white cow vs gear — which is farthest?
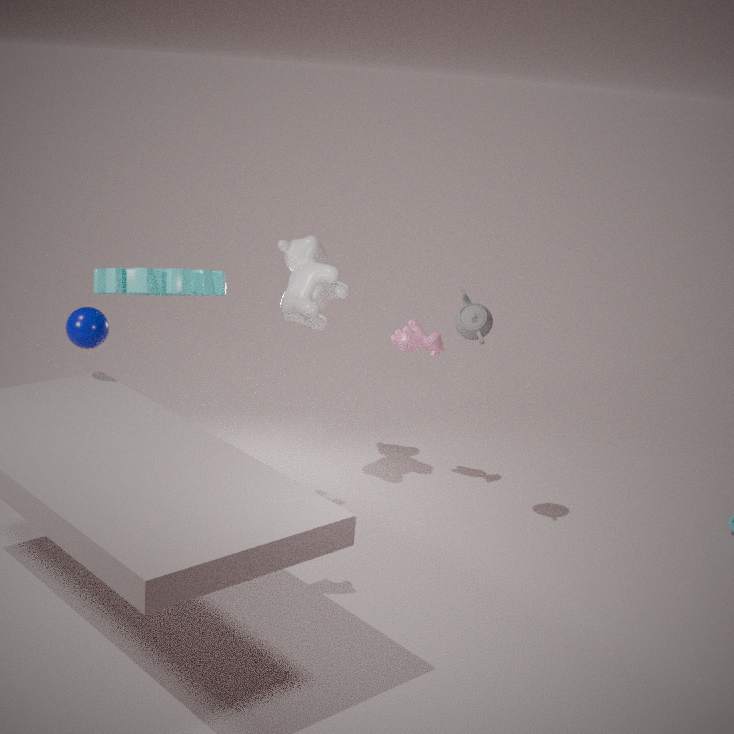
white cow
